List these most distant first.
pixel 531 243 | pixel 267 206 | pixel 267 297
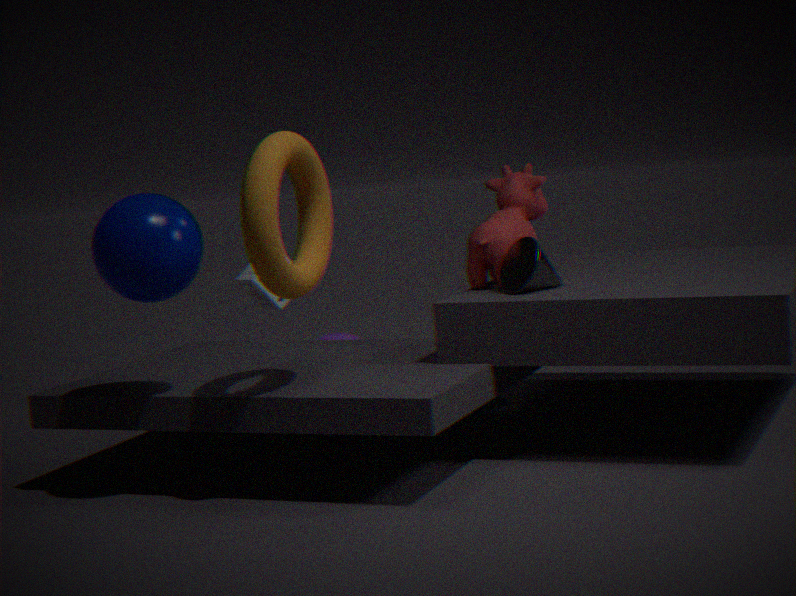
pixel 267 297, pixel 531 243, pixel 267 206
